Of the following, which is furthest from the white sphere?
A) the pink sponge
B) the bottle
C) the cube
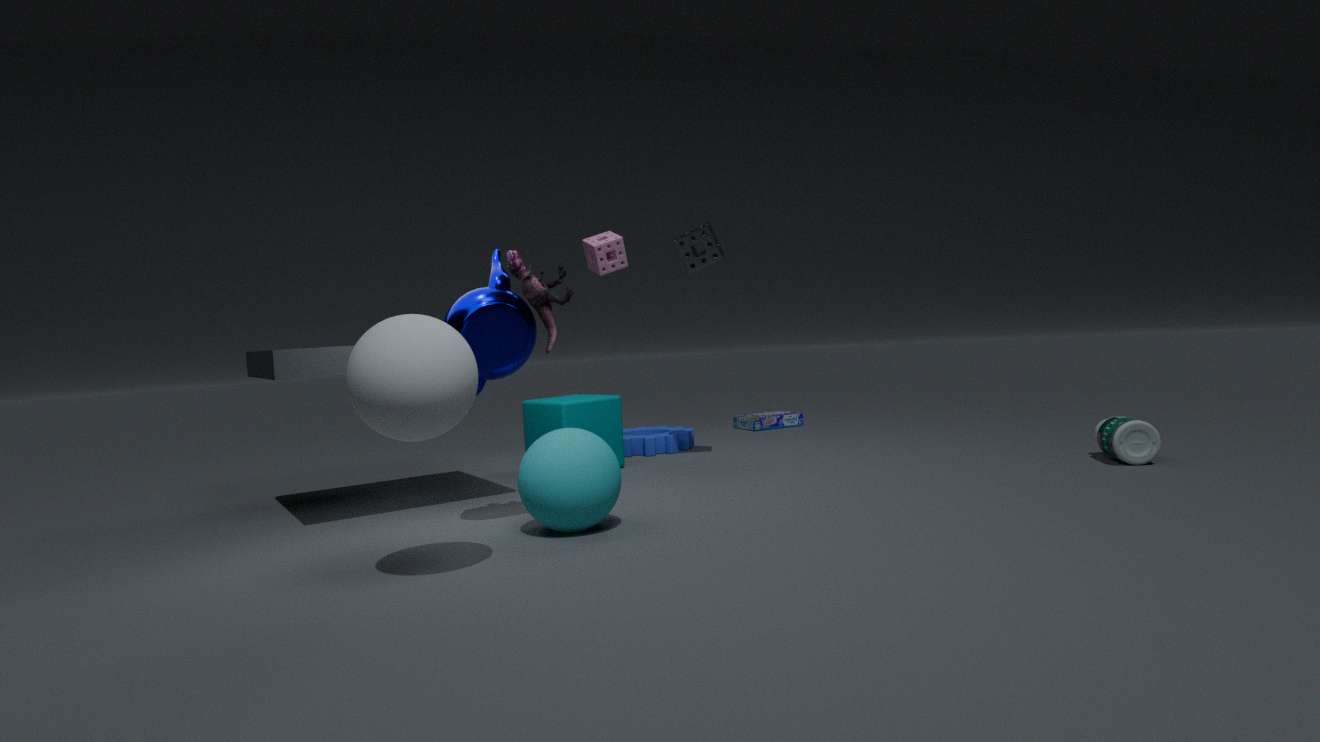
the bottle
